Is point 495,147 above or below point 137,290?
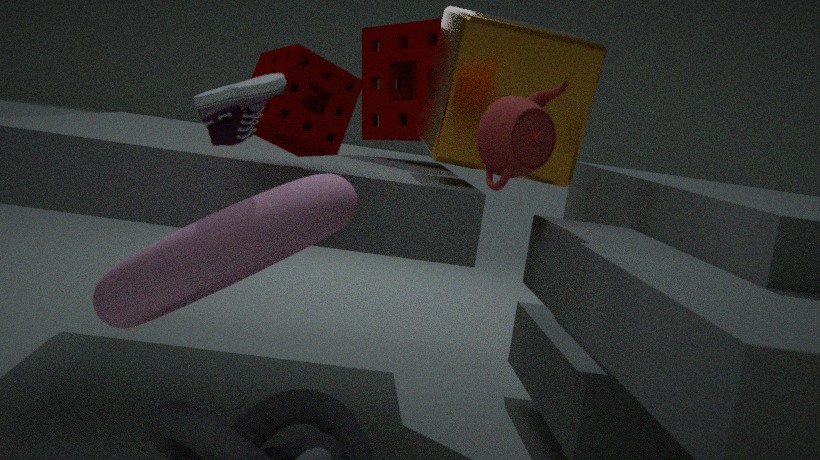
above
